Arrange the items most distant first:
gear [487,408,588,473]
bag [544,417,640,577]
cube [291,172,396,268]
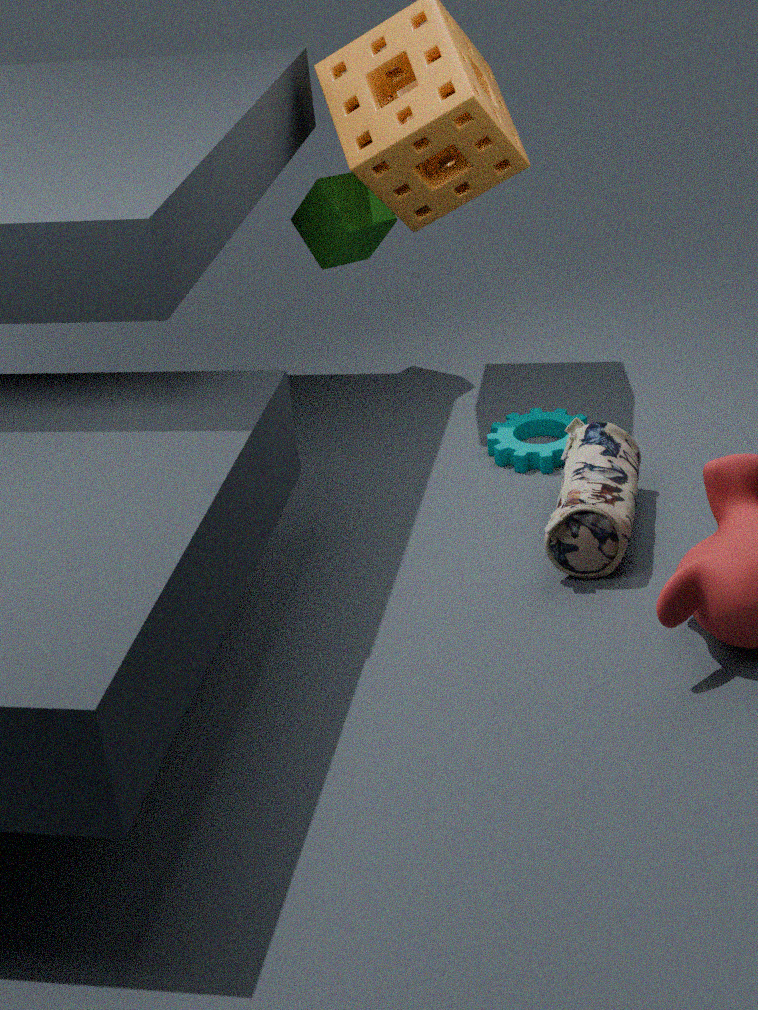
cube [291,172,396,268] → gear [487,408,588,473] → bag [544,417,640,577]
